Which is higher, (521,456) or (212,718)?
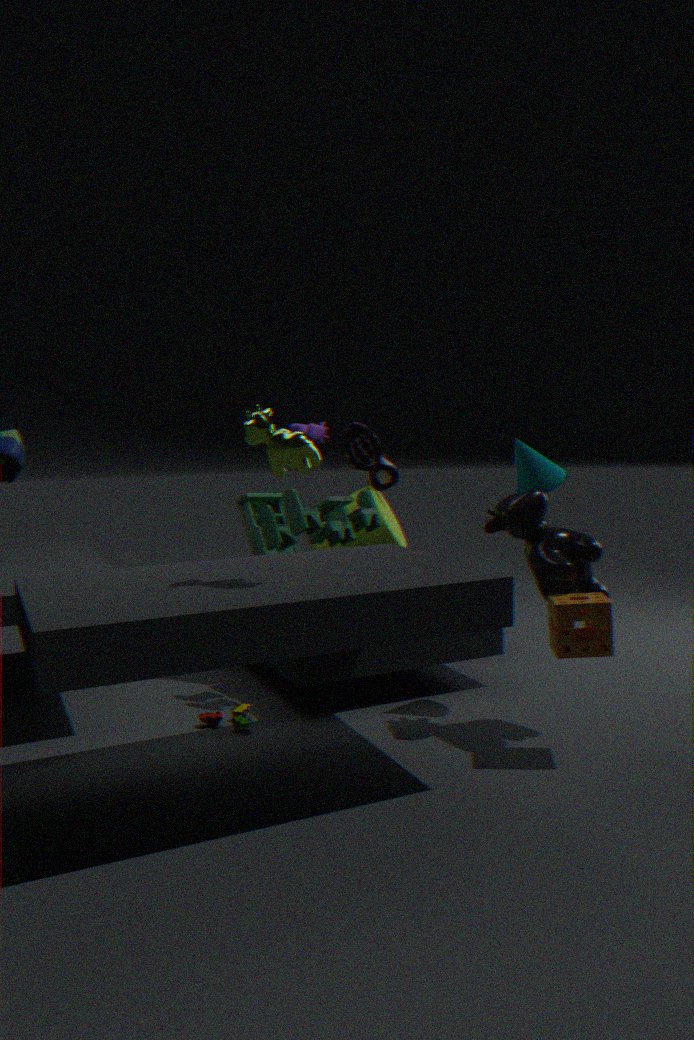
(521,456)
